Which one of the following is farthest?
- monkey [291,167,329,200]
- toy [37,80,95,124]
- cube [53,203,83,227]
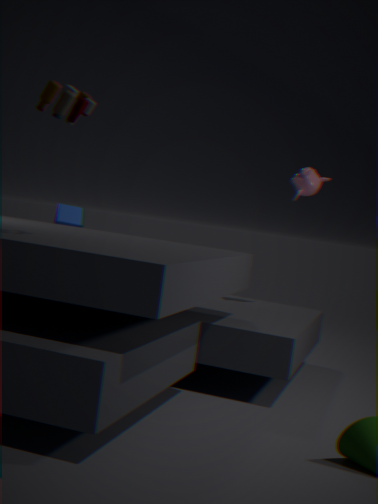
cube [53,203,83,227]
